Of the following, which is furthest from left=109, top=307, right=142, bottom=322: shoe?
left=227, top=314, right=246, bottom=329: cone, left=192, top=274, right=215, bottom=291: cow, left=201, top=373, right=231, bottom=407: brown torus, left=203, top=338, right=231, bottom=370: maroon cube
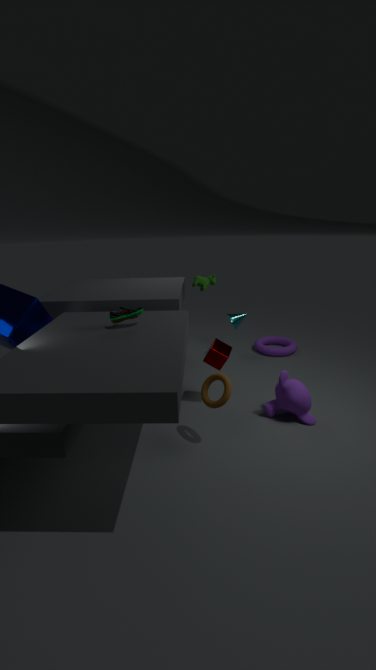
left=227, top=314, right=246, bottom=329: cone
